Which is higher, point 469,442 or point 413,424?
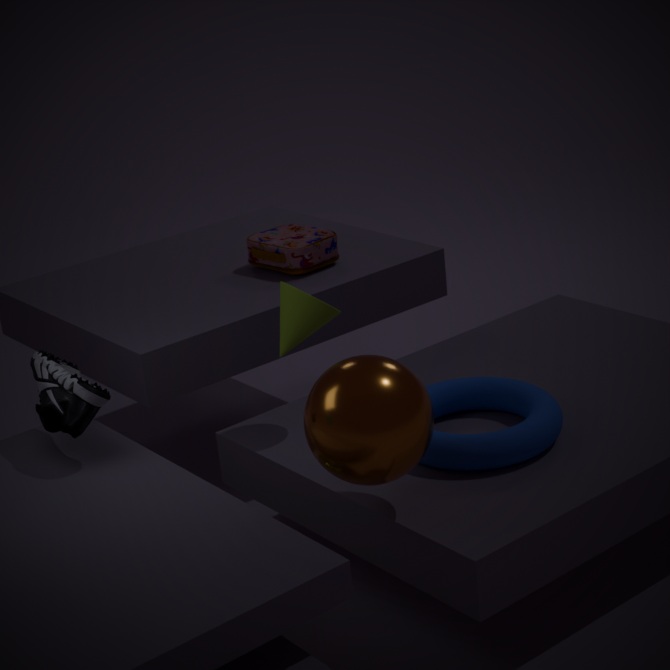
point 413,424
